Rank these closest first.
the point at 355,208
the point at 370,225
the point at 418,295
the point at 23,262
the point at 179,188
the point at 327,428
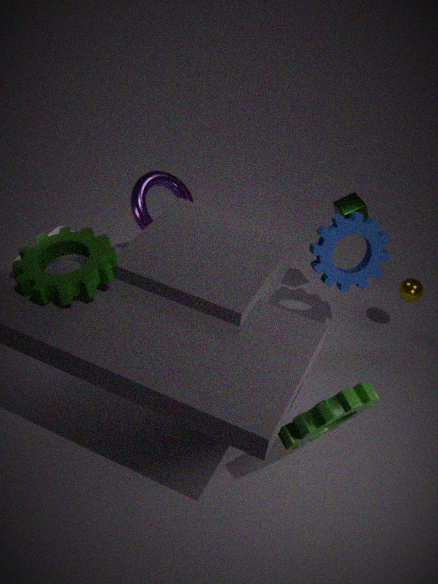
1. the point at 23,262
2. the point at 327,428
3. the point at 370,225
4. the point at 355,208
5. the point at 418,295
6. the point at 179,188
